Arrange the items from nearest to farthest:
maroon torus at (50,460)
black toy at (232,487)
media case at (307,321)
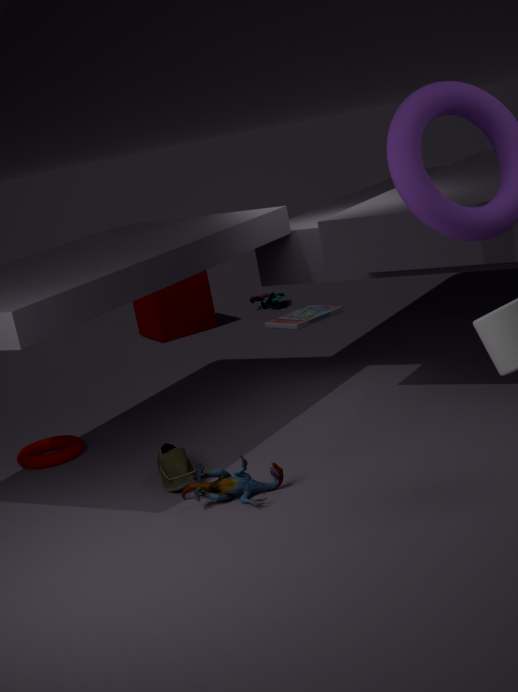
black toy at (232,487), maroon torus at (50,460), media case at (307,321)
